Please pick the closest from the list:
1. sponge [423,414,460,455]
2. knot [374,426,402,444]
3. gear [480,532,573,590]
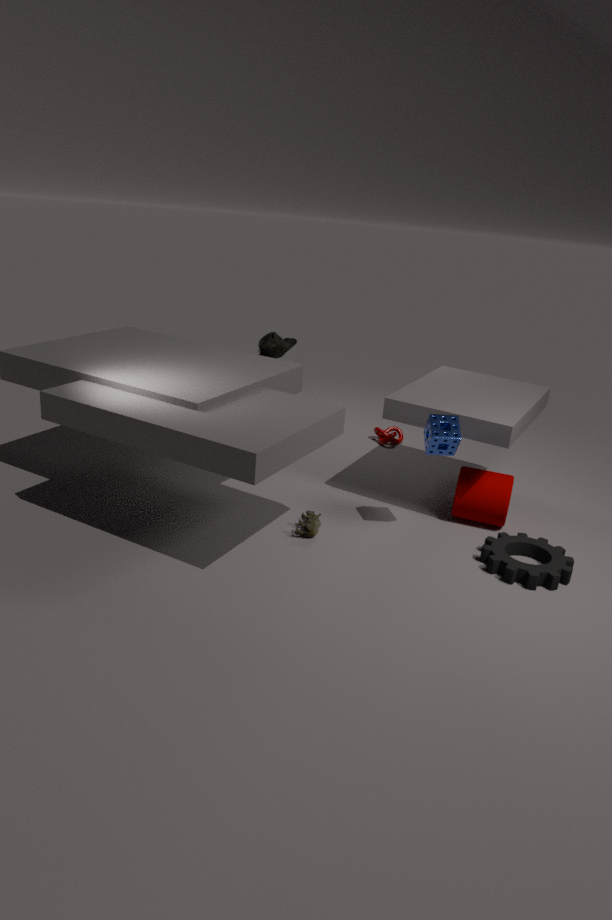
gear [480,532,573,590]
